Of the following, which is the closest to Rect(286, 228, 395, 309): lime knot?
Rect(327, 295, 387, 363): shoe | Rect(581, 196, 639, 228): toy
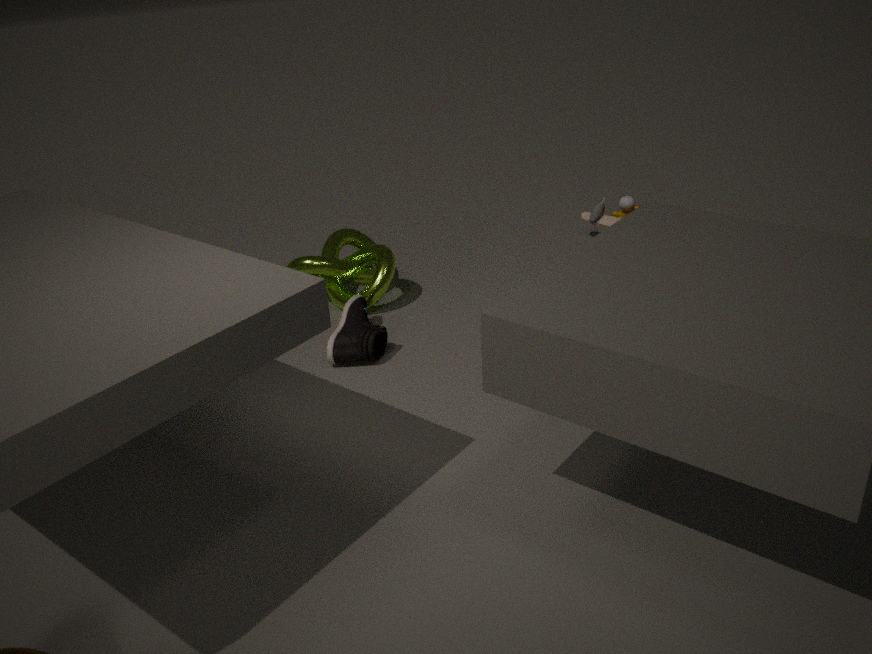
Rect(327, 295, 387, 363): shoe
